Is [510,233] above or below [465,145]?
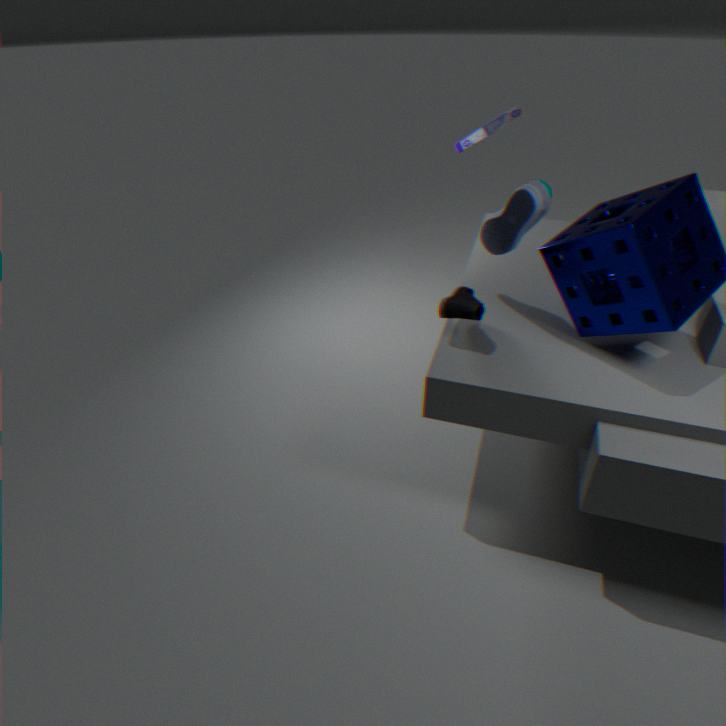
below
